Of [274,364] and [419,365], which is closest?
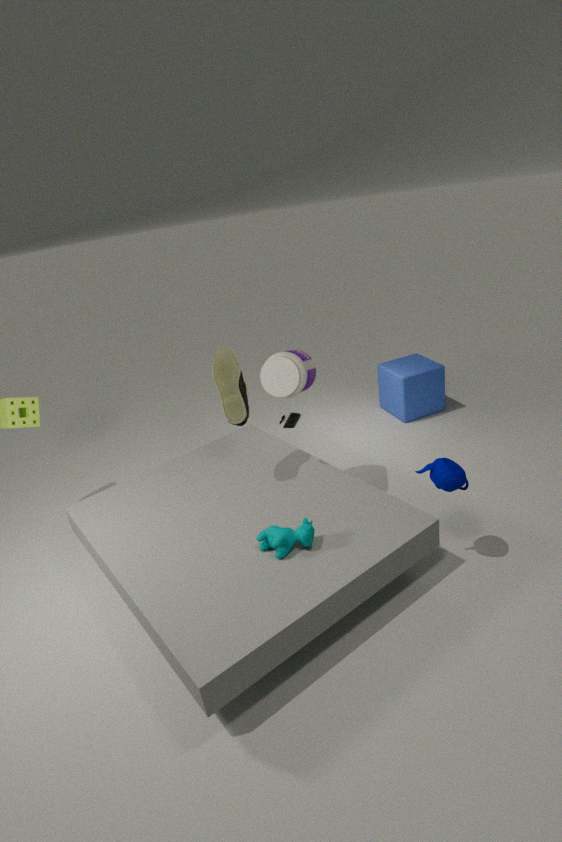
[274,364]
